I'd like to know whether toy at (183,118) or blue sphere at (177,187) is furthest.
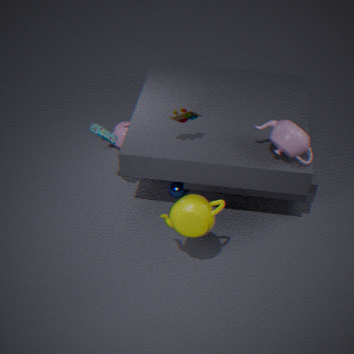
blue sphere at (177,187)
